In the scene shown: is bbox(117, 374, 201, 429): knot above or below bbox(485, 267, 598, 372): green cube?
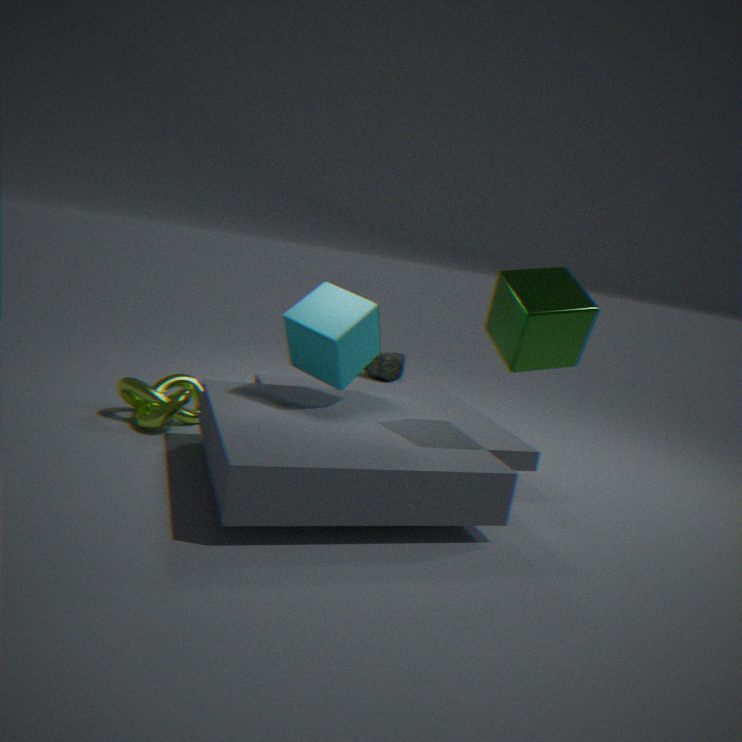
below
